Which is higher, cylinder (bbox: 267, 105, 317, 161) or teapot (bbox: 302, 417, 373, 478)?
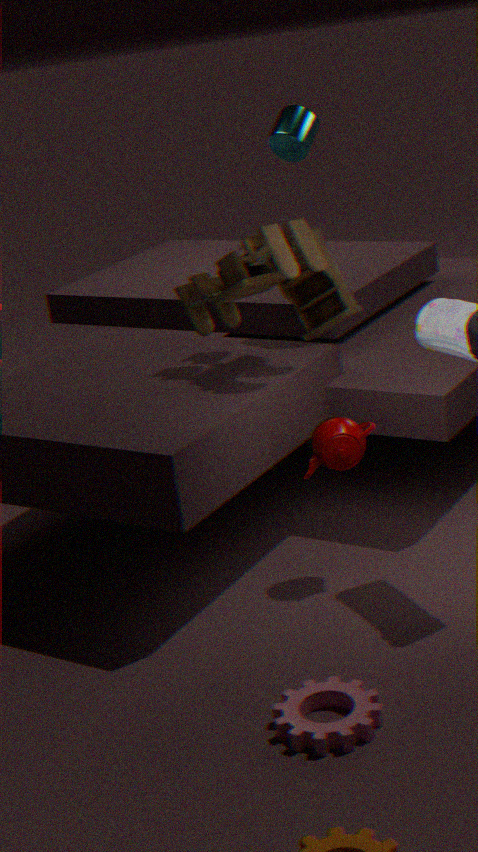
cylinder (bbox: 267, 105, 317, 161)
